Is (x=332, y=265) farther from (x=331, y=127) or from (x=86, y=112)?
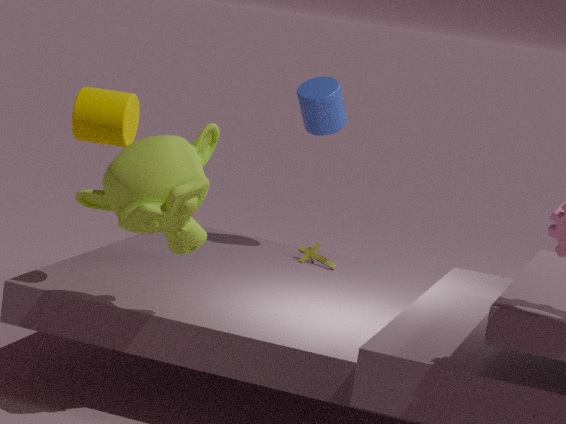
(x=86, y=112)
